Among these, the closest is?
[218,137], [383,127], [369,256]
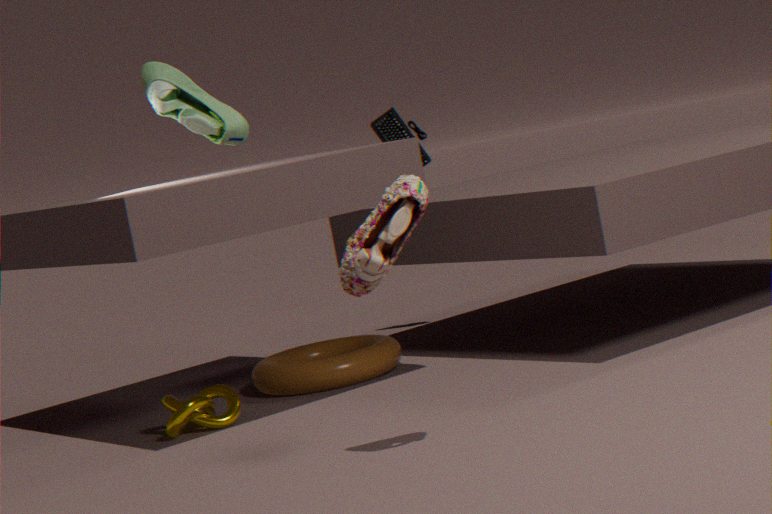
[369,256]
